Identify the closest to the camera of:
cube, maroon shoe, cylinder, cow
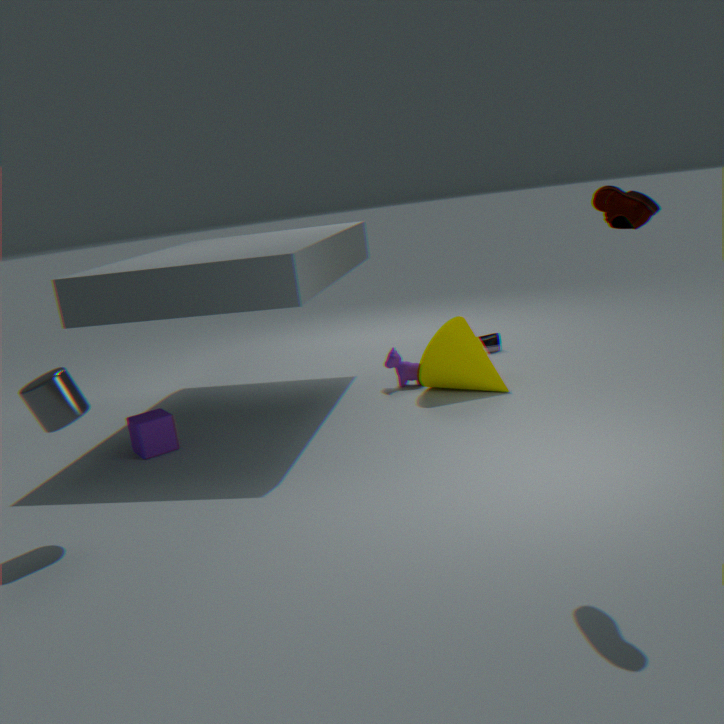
maroon shoe
